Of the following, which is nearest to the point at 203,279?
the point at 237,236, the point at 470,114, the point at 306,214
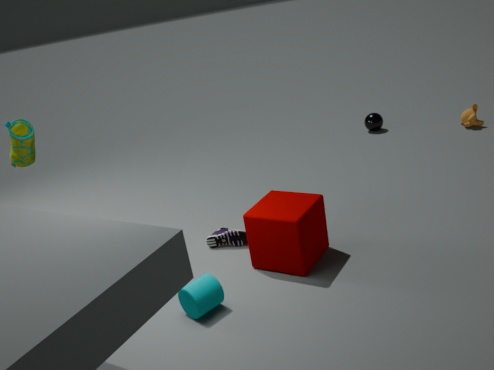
the point at 306,214
